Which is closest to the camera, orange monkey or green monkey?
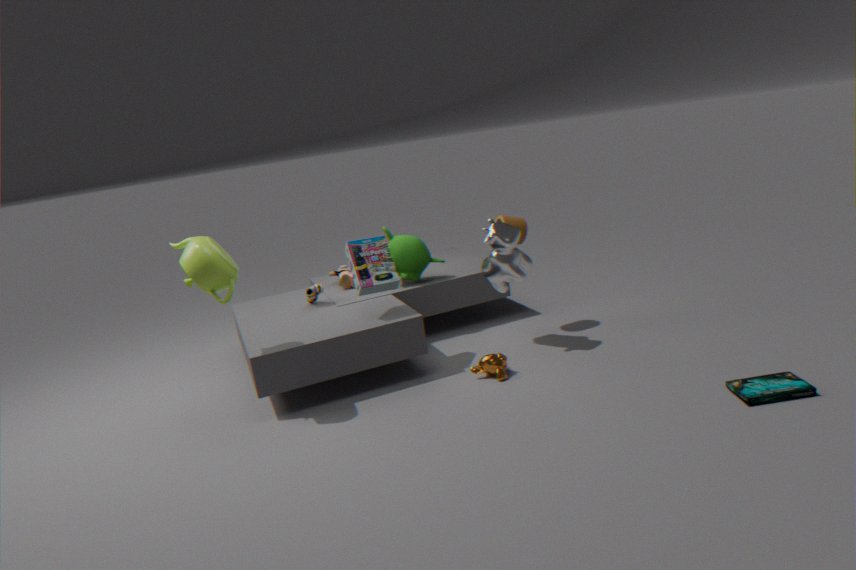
orange monkey
